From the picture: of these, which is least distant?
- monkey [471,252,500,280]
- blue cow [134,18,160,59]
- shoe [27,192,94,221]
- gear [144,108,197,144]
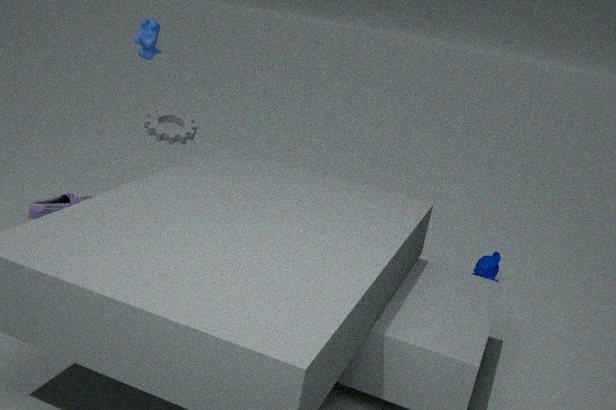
gear [144,108,197,144]
